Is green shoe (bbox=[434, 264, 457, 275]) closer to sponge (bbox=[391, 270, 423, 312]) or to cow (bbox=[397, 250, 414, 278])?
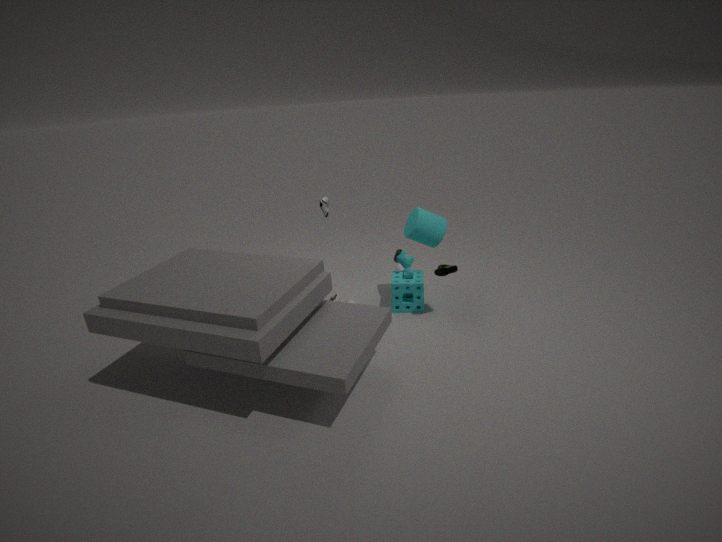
sponge (bbox=[391, 270, 423, 312])
